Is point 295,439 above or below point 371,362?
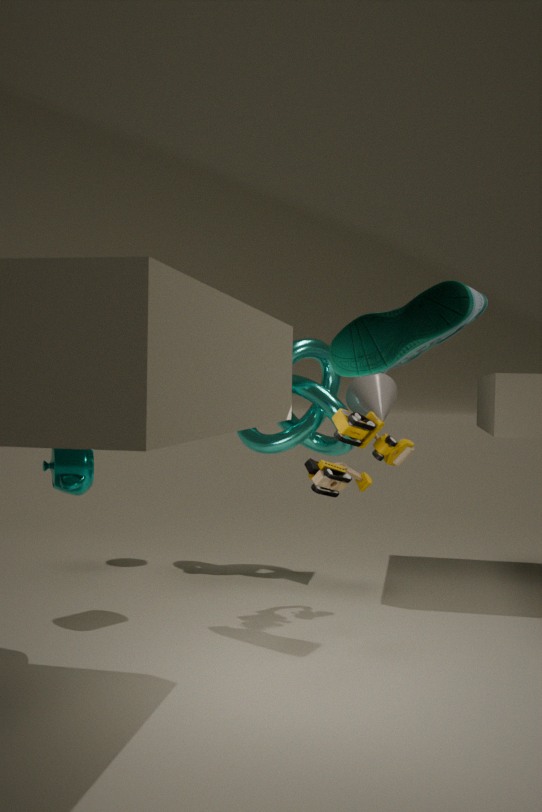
below
